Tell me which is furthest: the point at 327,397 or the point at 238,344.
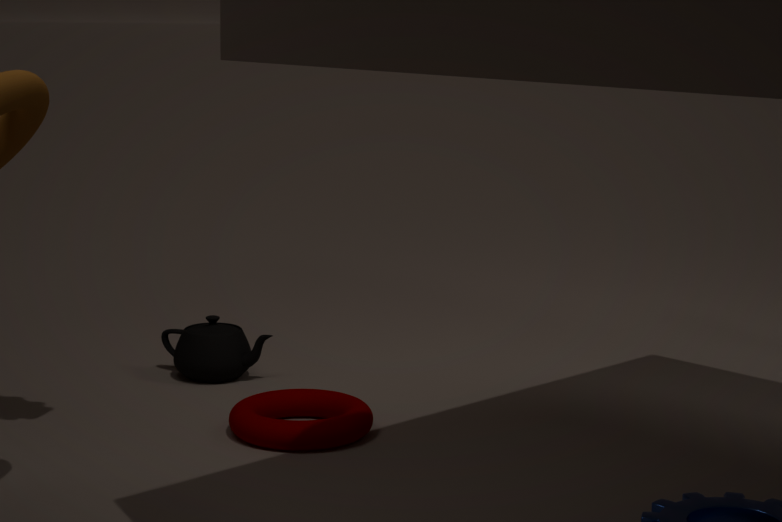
the point at 238,344
